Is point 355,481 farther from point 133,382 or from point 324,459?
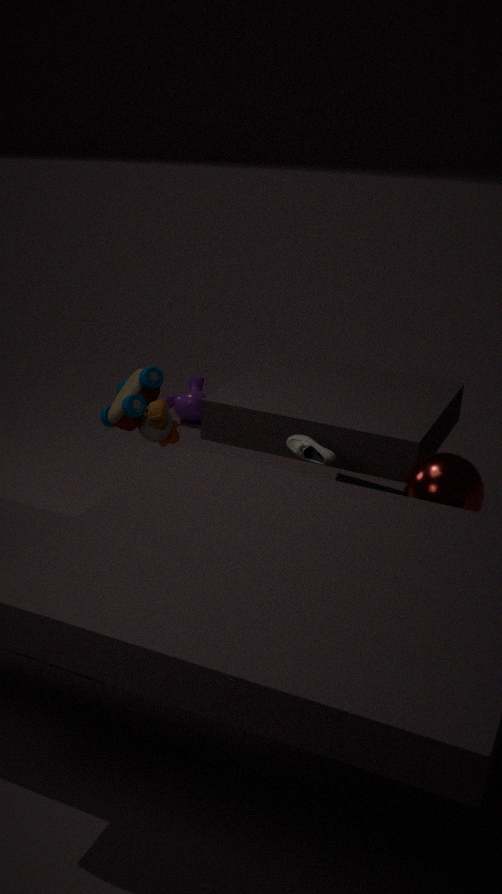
point 133,382
